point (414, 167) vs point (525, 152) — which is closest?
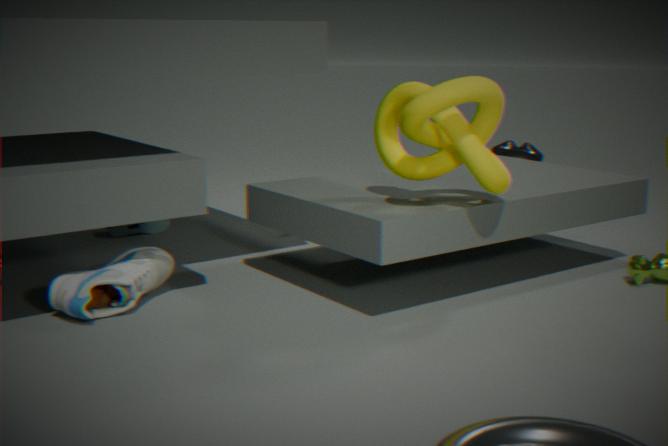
point (414, 167)
